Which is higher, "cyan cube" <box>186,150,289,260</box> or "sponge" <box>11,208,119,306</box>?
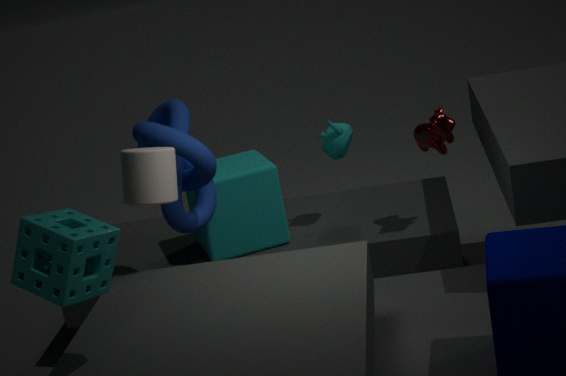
"sponge" <box>11,208,119,306</box>
